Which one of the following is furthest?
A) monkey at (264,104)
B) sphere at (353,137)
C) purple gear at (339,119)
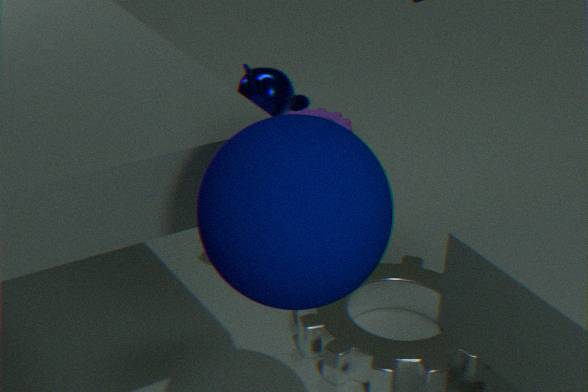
purple gear at (339,119)
